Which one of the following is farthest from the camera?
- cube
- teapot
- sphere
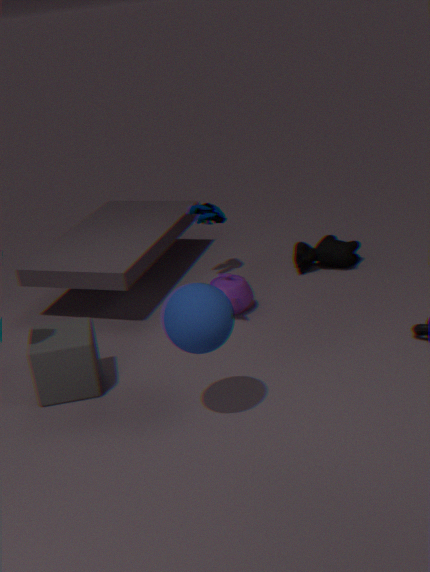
teapot
